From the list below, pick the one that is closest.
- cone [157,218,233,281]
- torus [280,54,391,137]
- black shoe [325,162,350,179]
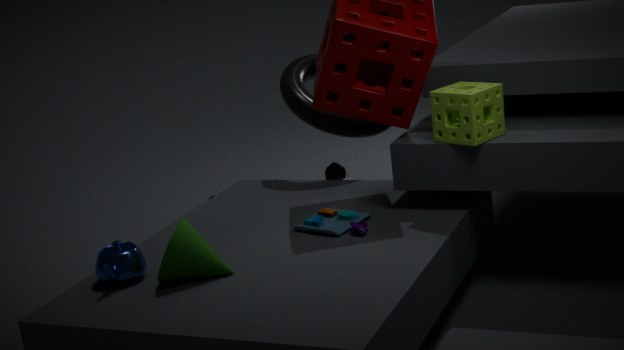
cone [157,218,233,281]
